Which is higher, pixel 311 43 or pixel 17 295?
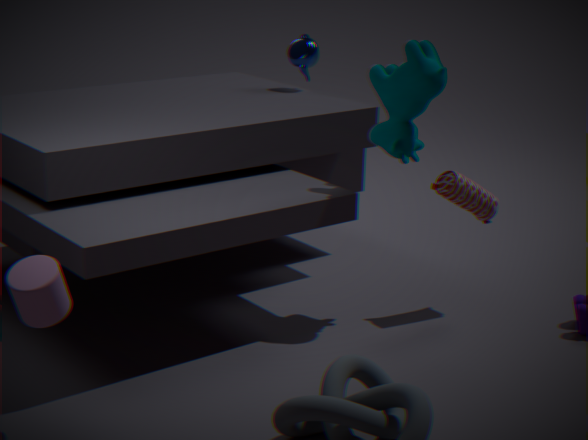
pixel 311 43
